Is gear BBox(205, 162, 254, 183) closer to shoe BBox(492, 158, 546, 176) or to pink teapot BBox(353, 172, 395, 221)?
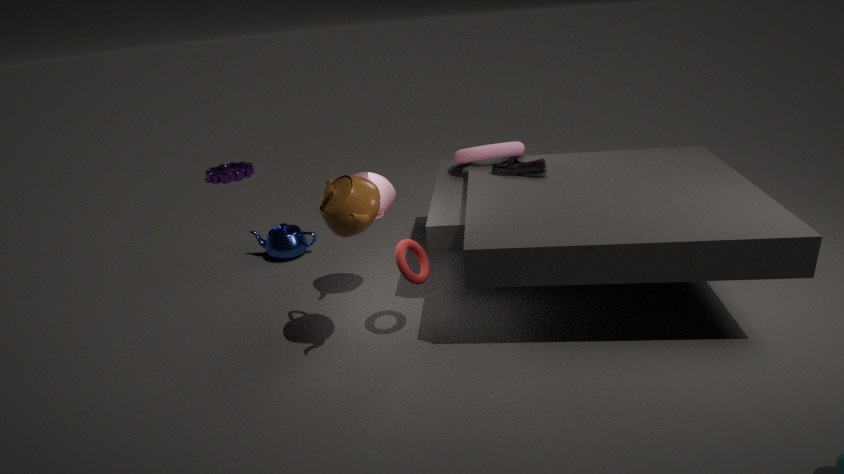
pink teapot BBox(353, 172, 395, 221)
